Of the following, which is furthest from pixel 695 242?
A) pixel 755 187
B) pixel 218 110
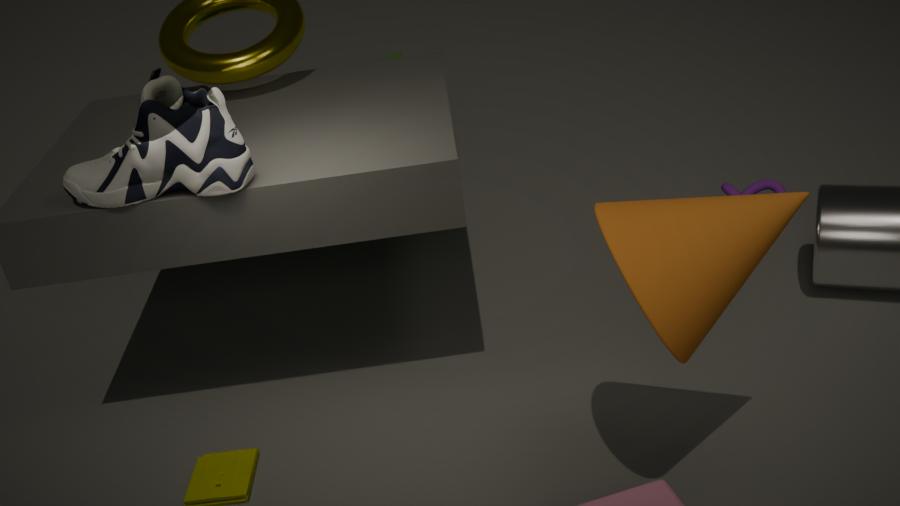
pixel 755 187
